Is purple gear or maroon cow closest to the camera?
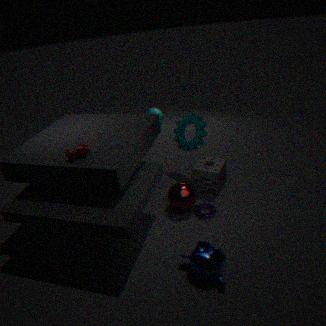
maroon cow
